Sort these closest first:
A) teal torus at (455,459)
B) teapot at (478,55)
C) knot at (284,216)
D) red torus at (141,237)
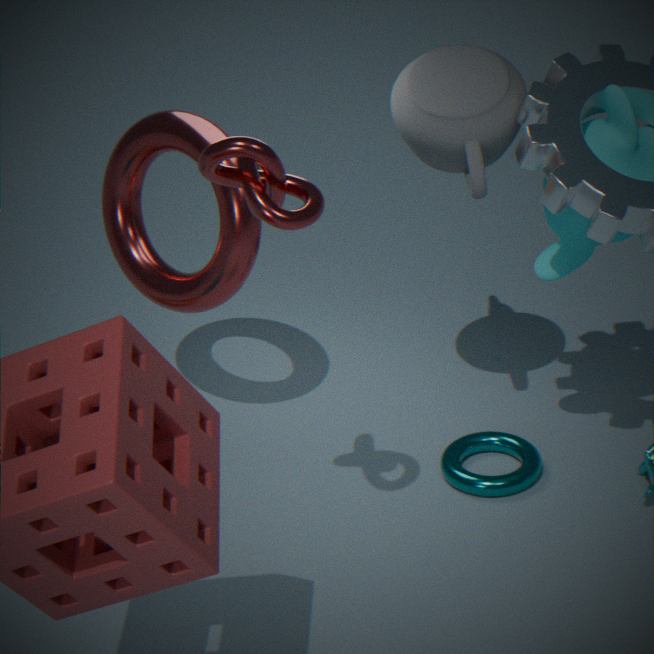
1. knot at (284,216)
2. teapot at (478,55)
3. red torus at (141,237)
4. teal torus at (455,459)
